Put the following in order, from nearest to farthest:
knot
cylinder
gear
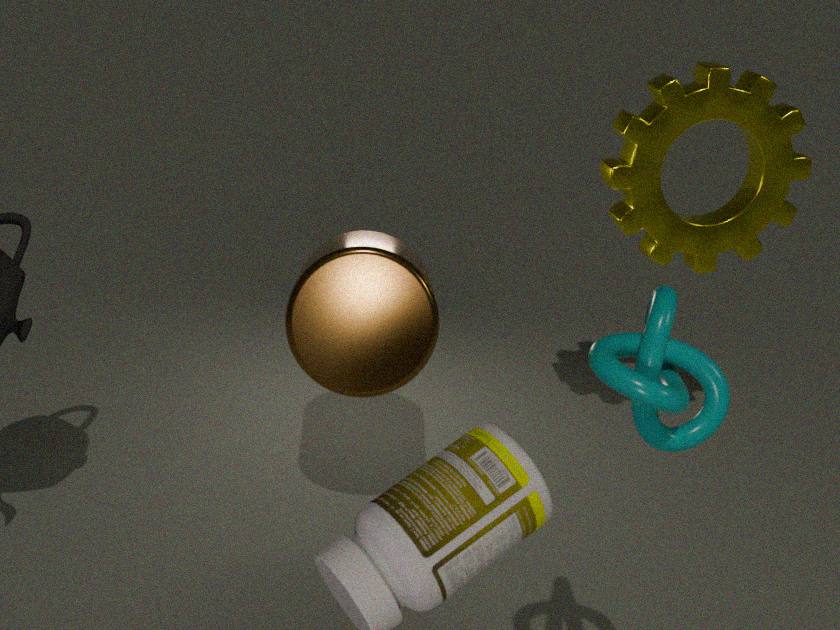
1. knot
2. cylinder
3. gear
